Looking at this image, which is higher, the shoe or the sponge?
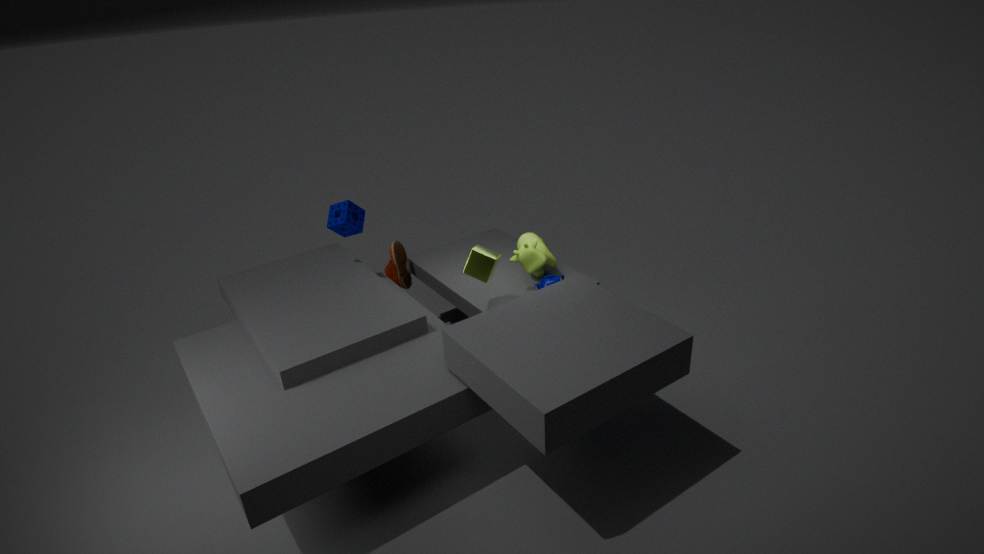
the sponge
